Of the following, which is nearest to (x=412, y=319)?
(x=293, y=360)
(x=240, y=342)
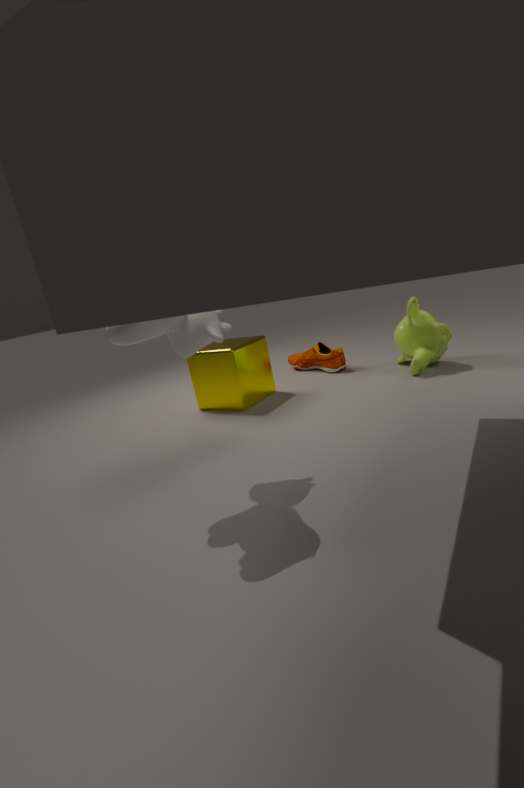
(x=293, y=360)
